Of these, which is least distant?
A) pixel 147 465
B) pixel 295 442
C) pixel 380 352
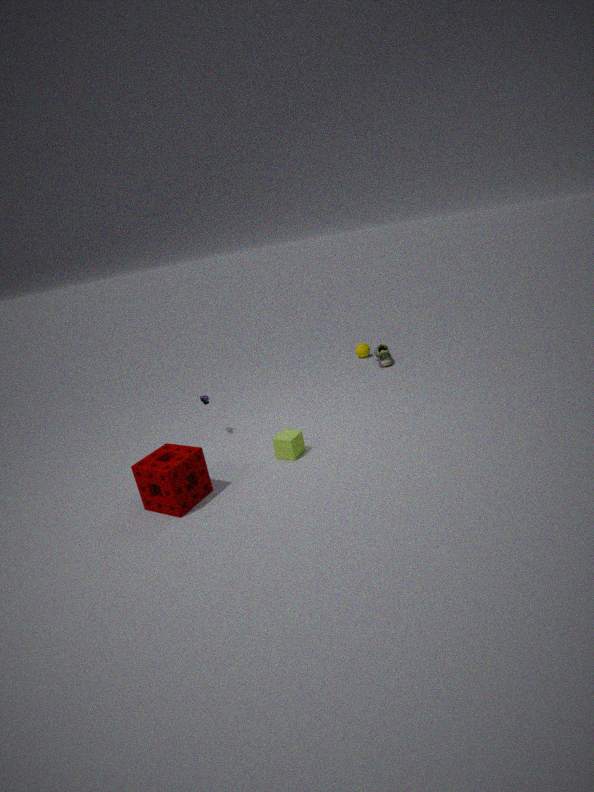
pixel 147 465
